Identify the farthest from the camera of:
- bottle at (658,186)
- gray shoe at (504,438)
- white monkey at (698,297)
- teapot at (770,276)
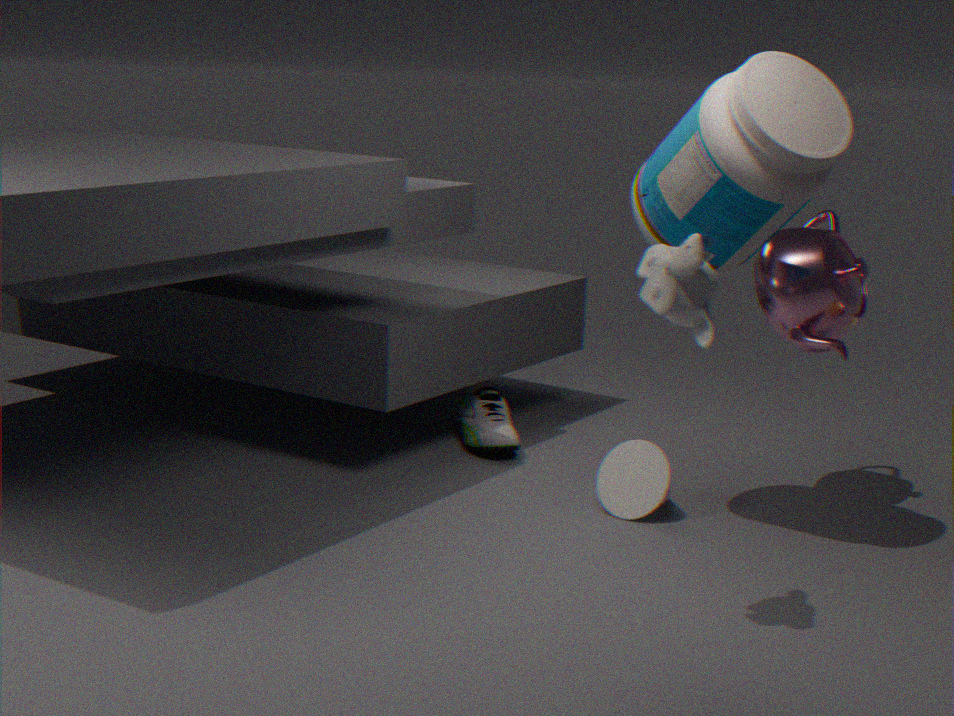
gray shoe at (504,438)
